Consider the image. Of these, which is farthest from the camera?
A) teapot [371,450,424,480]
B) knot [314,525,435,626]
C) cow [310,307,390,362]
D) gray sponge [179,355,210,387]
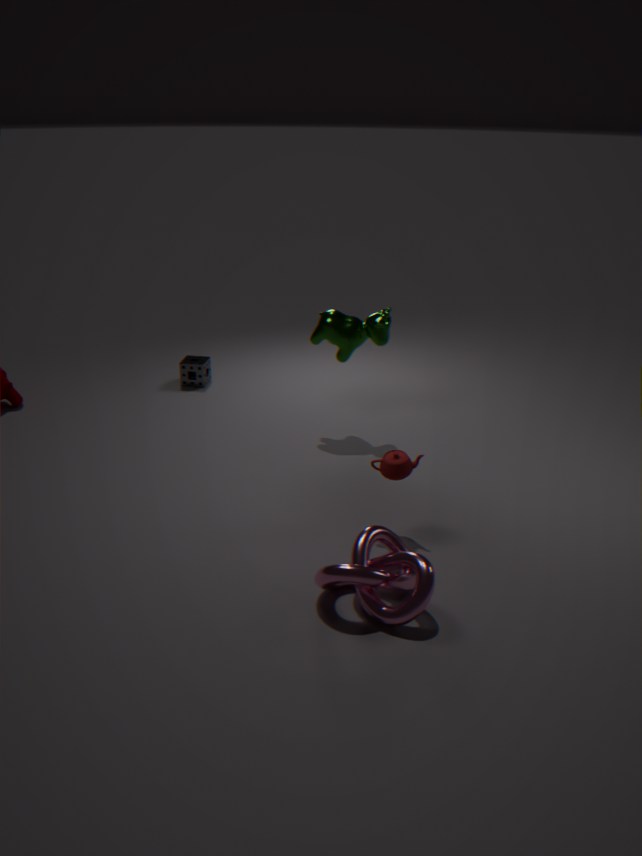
gray sponge [179,355,210,387]
